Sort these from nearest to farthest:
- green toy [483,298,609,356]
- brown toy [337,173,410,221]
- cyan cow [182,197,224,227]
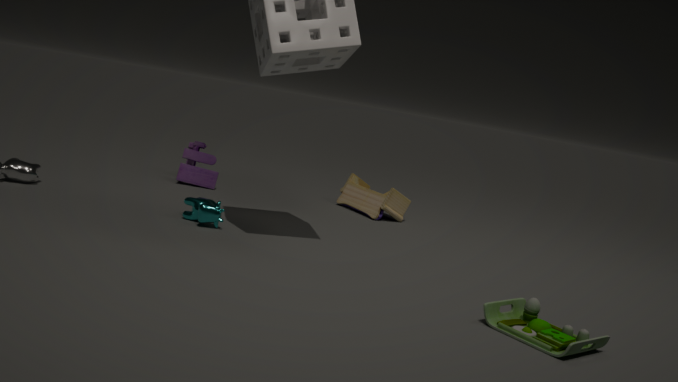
green toy [483,298,609,356] → cyan cow [182,197,224,227] → brown toy [337,173,410,221]
